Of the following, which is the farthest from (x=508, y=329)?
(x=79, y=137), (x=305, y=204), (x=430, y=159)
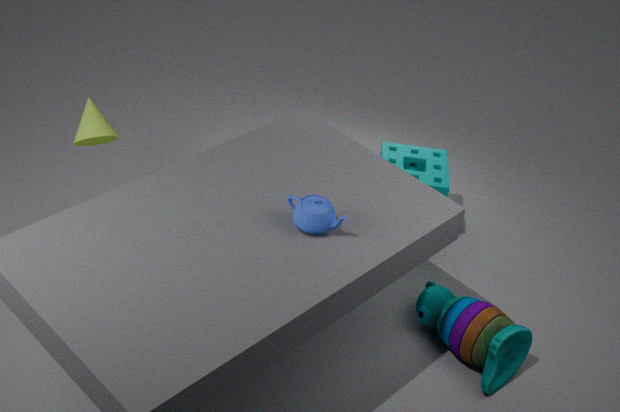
(x=79, y=137)
